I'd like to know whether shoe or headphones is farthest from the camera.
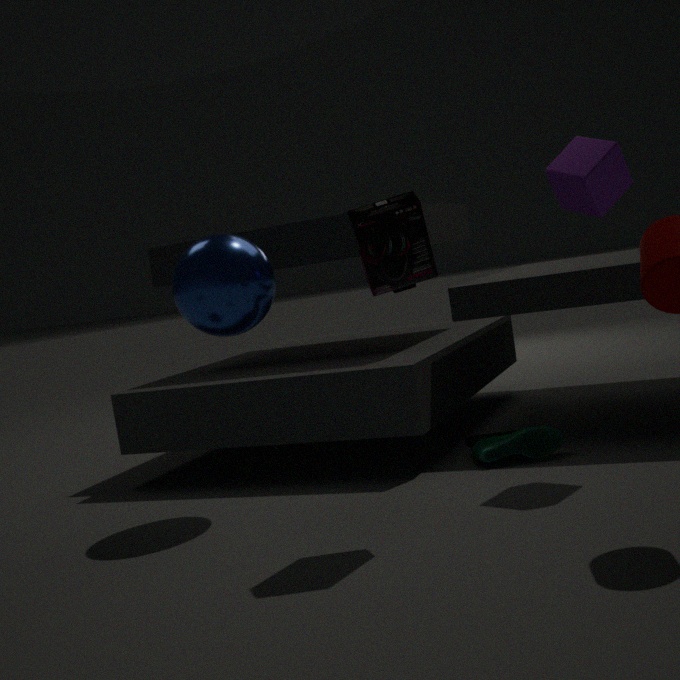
shoe
